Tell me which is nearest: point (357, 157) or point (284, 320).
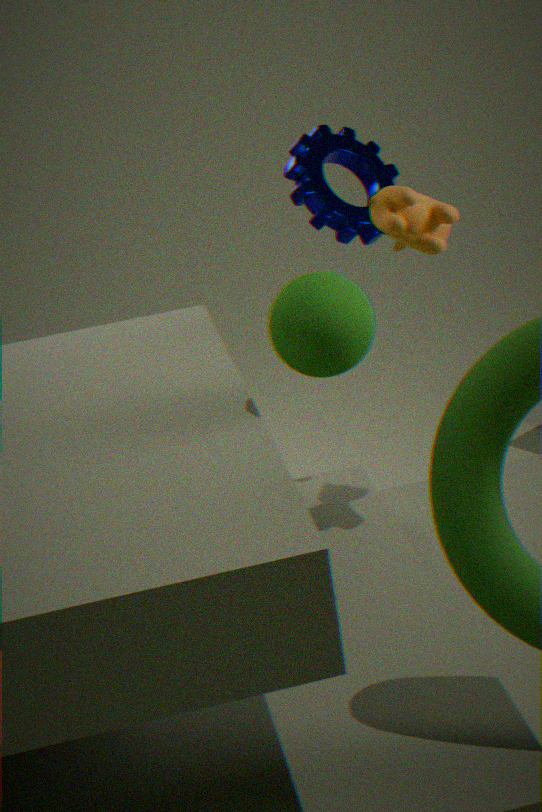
point (284, 320)
